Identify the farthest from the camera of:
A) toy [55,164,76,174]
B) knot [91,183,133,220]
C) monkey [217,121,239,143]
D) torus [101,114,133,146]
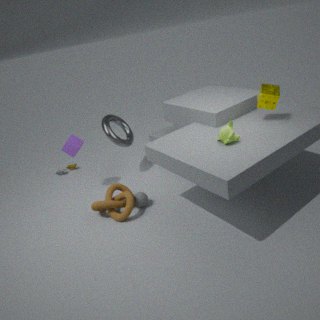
toy [55,164,76,174]
